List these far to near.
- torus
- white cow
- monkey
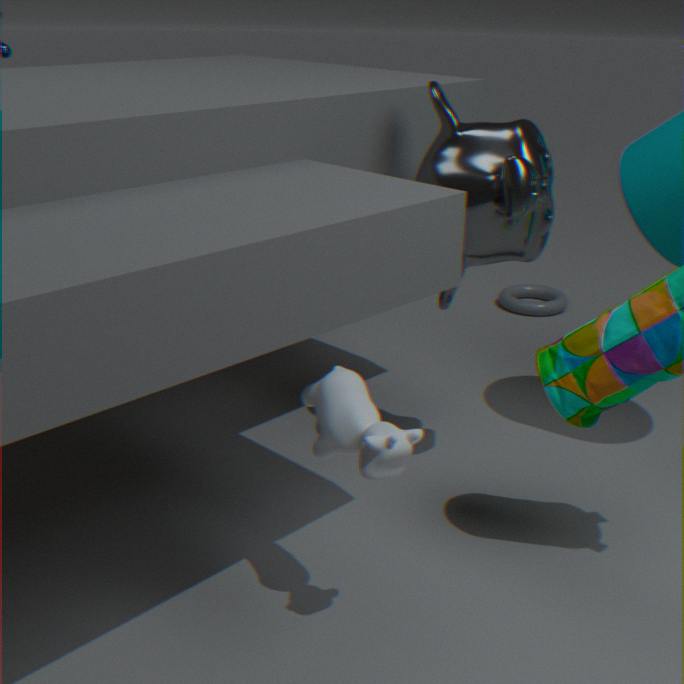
torus → monkey → white cow
